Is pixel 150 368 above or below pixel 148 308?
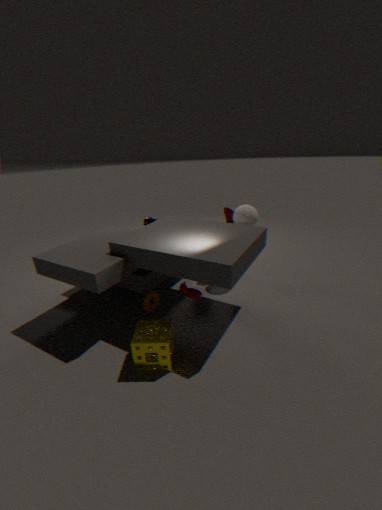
above
